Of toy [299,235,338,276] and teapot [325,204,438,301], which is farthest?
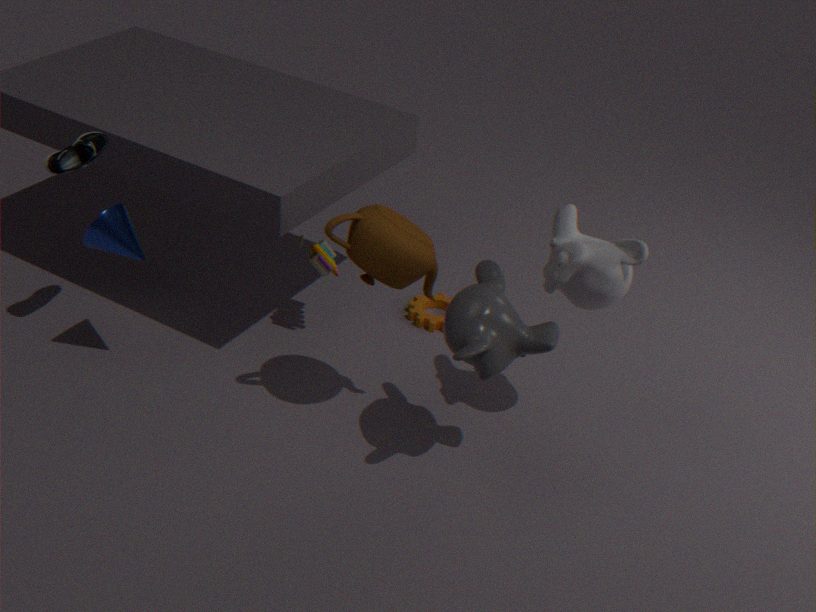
toy [299,235,338,276]
